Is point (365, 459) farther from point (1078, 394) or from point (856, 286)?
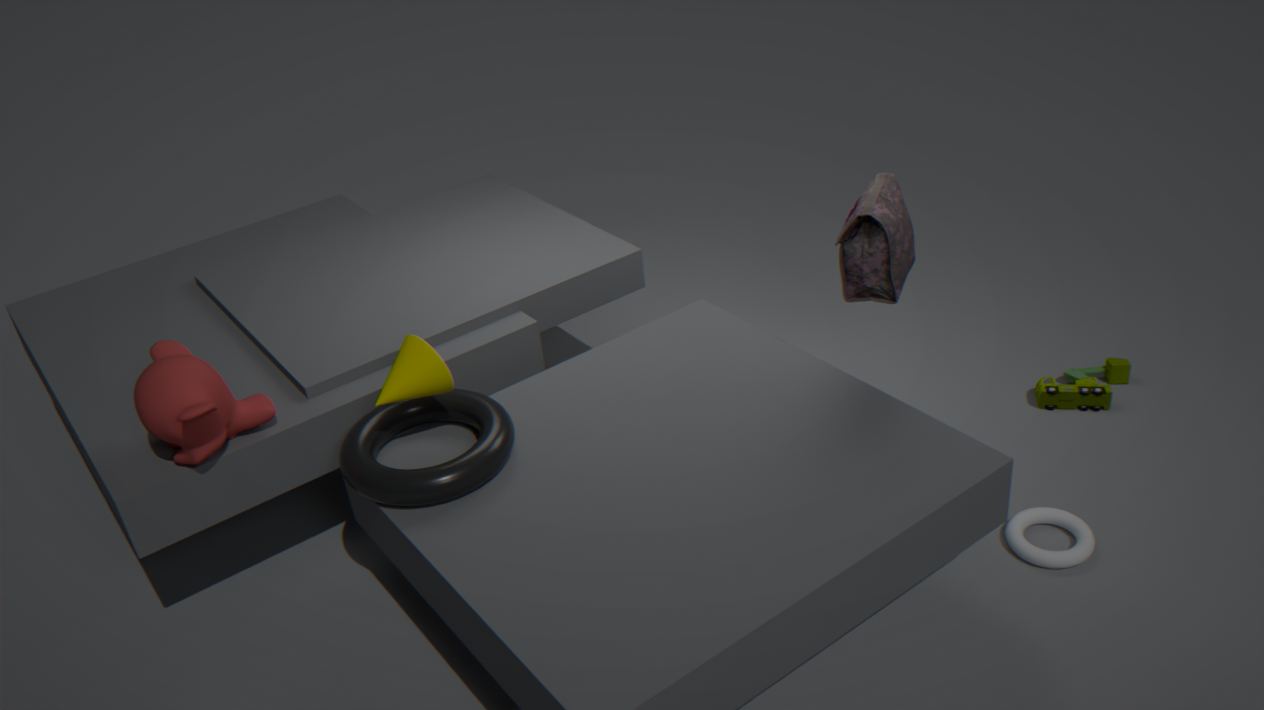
point (1078, 394)
